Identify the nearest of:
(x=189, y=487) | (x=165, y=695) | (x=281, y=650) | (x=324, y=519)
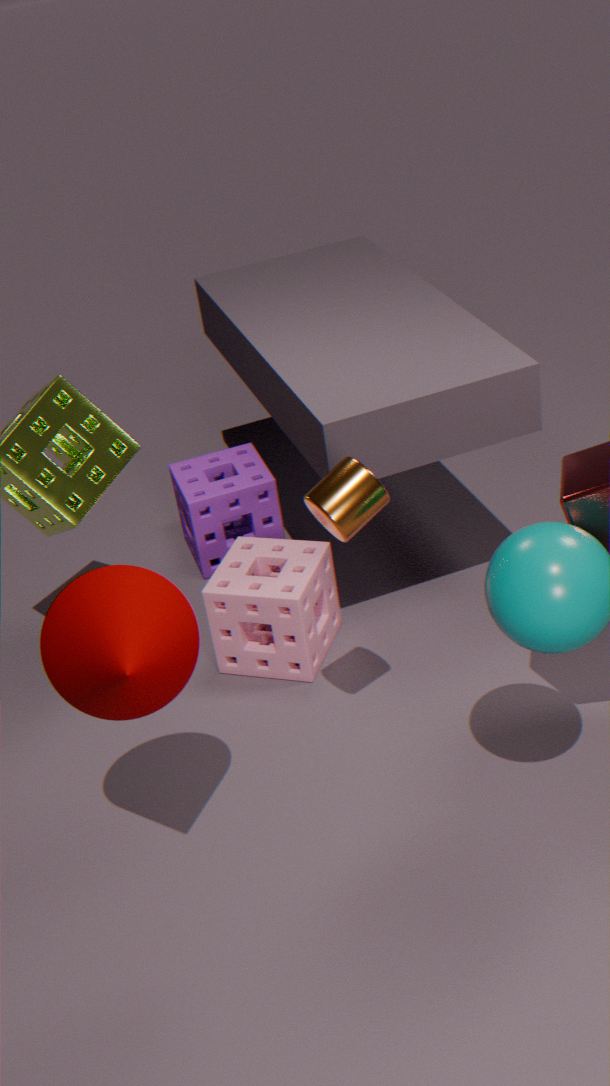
(x=165, y=695)
